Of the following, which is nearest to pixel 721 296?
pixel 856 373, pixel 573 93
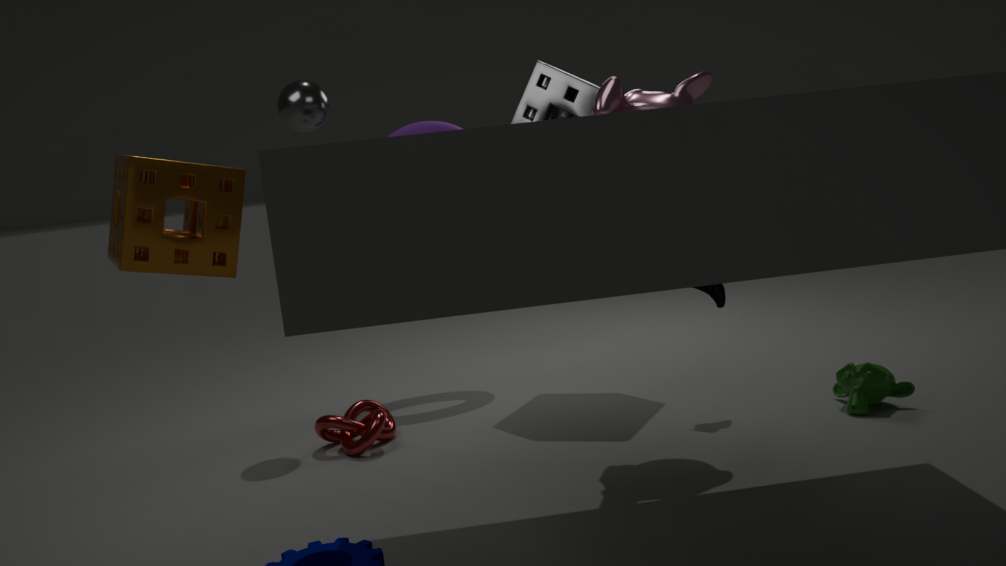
pixel 856 373
